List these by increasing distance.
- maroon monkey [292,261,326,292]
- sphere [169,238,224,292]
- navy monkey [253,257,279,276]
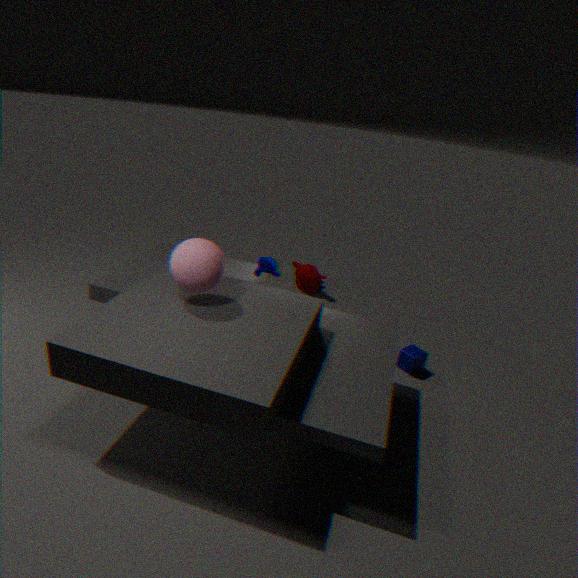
sphere [169,238,224,292], navy monkey [253,257,279,276], maroon monkey [292,261,326,292]
